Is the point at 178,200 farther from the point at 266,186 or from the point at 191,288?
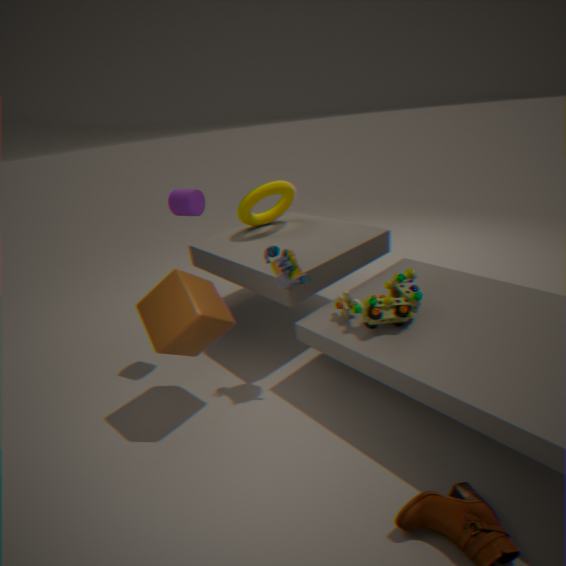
the point at 266,186
